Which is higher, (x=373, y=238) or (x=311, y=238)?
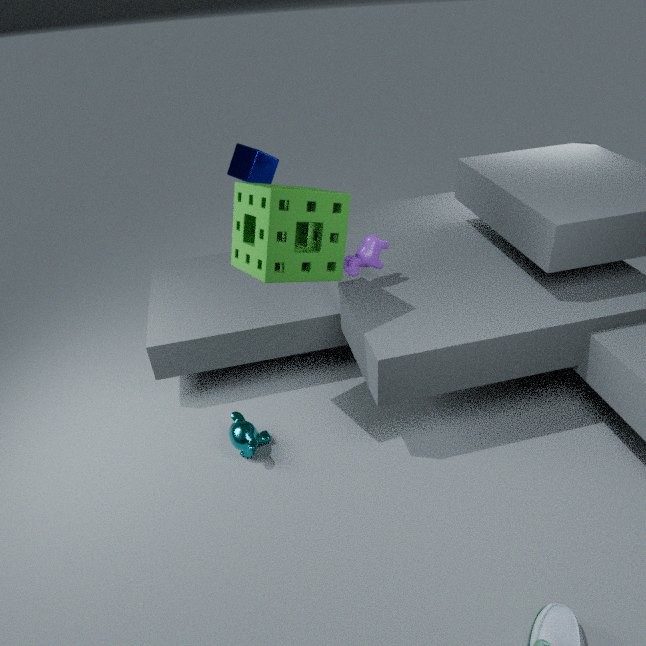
(x=311, y=238)
